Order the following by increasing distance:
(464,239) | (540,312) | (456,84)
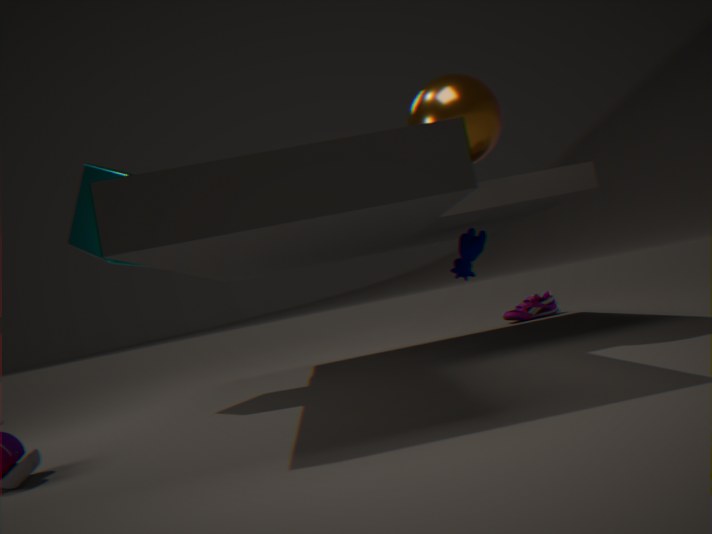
(456,84), (464,239), (540,312)
